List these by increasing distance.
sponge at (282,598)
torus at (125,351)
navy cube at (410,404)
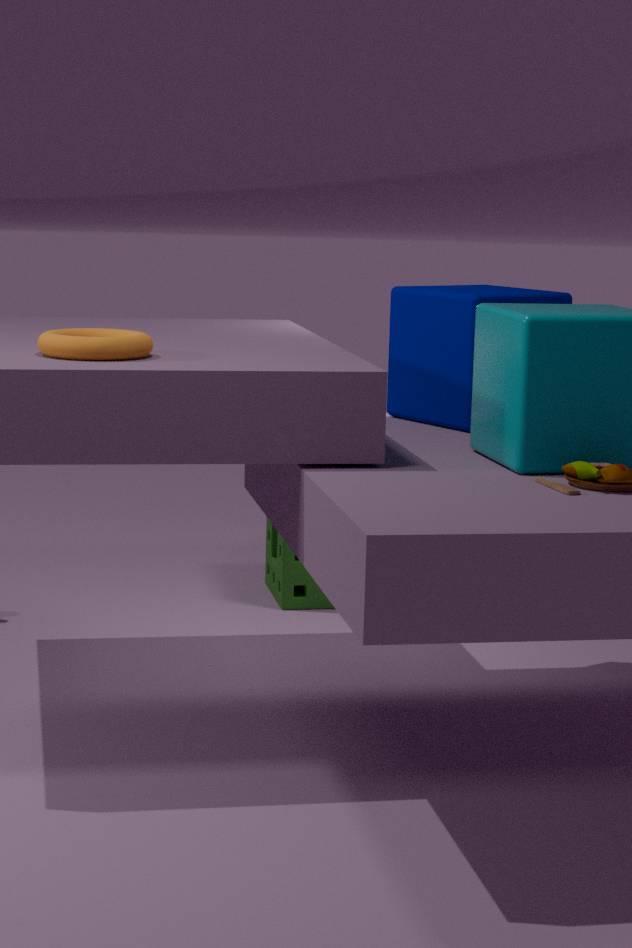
torus at (125,351), navy cube at (410,404), sponge at (282,598)
